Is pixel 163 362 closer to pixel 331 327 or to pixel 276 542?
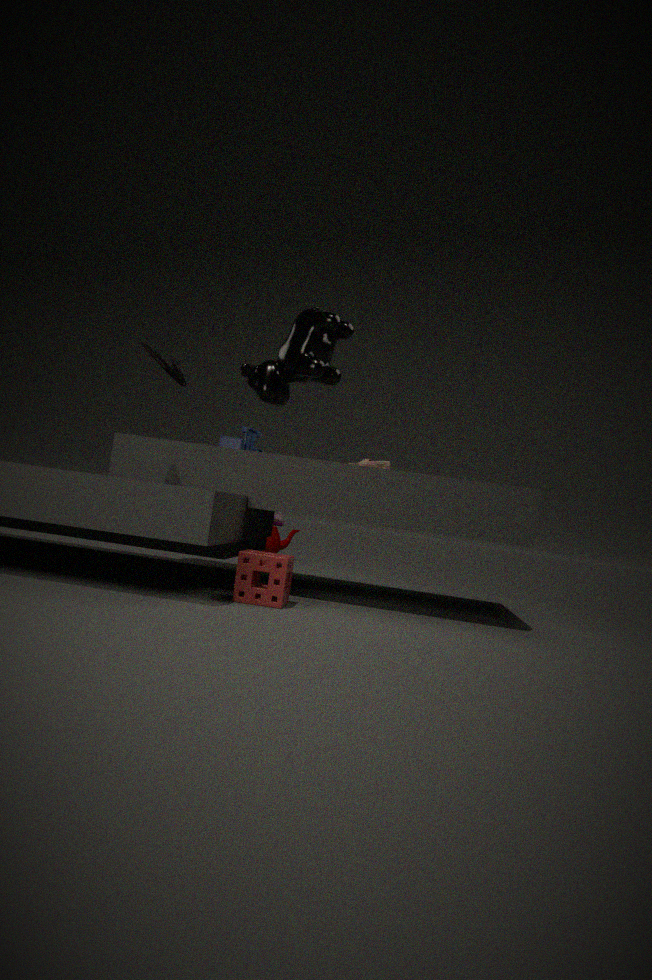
pixel 331 327
